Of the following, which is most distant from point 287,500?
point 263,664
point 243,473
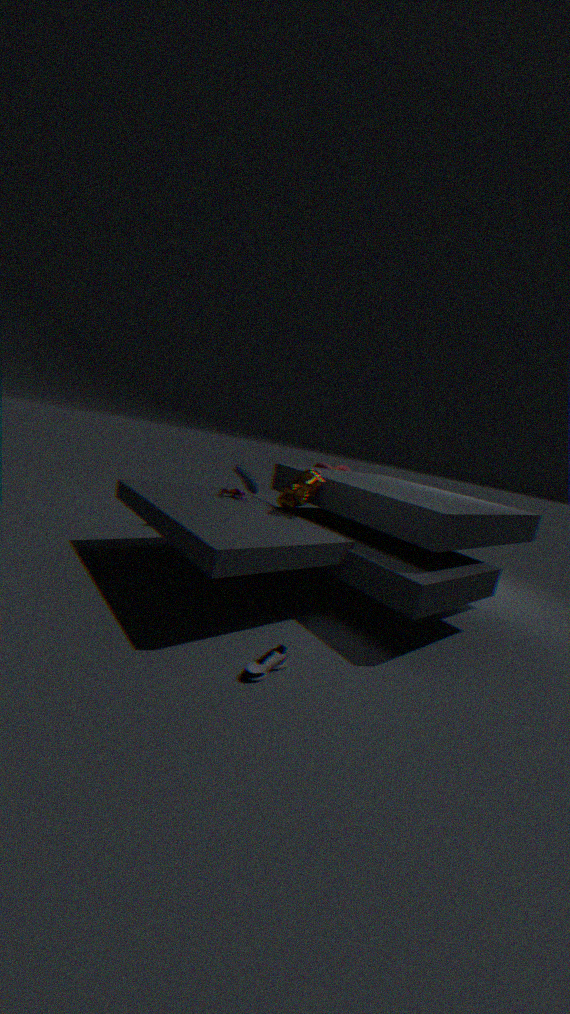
point 263,664
